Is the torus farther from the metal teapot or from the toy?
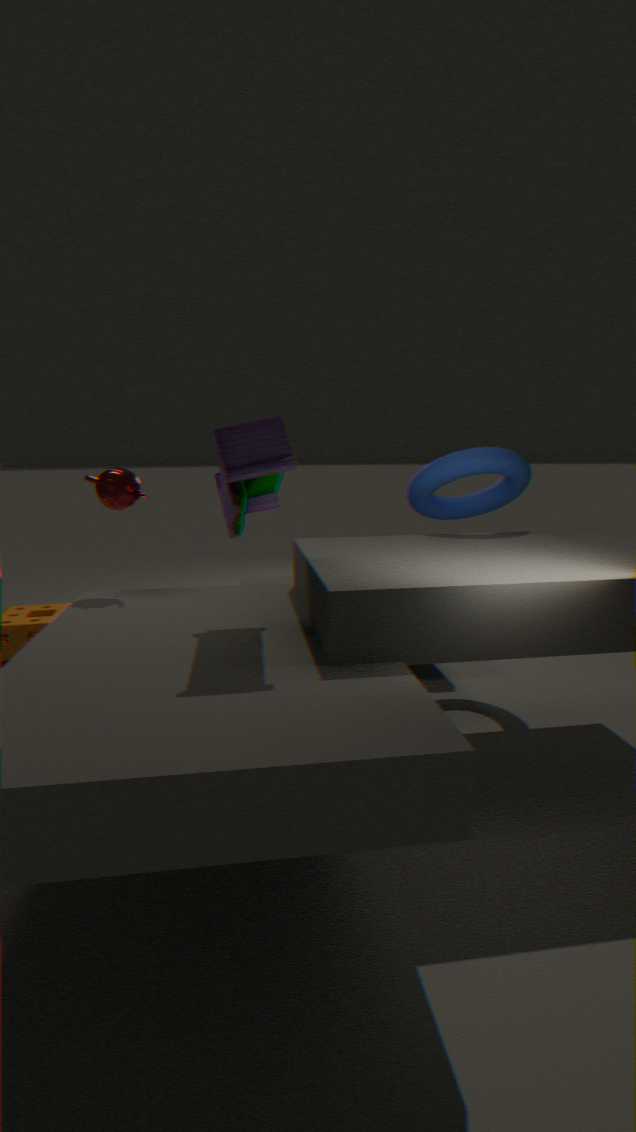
the metal teapot
